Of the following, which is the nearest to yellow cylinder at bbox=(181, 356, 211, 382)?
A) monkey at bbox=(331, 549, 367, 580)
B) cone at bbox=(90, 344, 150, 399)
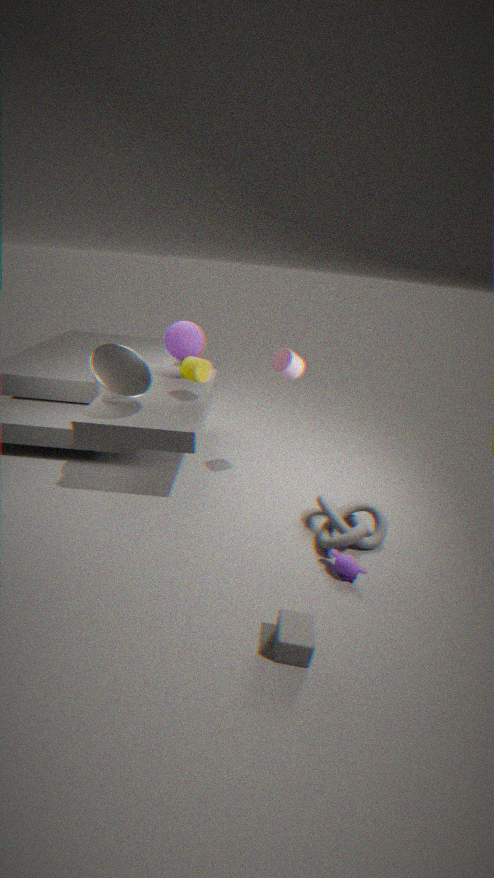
cone at bbox=(90, 344, 150, 399)
